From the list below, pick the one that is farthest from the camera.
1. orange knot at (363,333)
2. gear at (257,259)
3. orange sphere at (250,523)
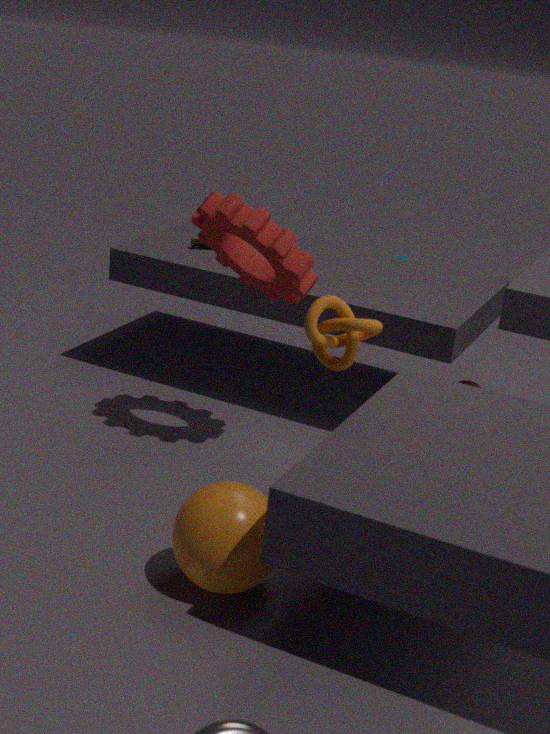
gear at (257,259)
